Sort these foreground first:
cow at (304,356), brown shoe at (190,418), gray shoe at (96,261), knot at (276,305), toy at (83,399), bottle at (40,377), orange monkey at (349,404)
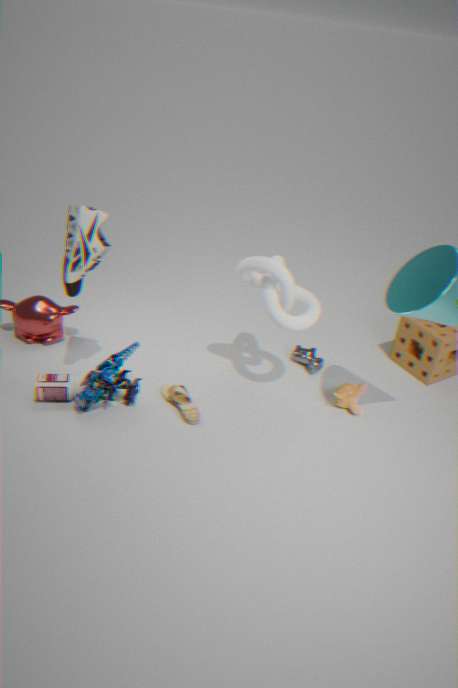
gray shoe at (96,261), knot at (276,305), toy at (83,399), bottle at (40,377), brown shoe at (190,418), orange monkey at (349,404), cow at (304,356)
